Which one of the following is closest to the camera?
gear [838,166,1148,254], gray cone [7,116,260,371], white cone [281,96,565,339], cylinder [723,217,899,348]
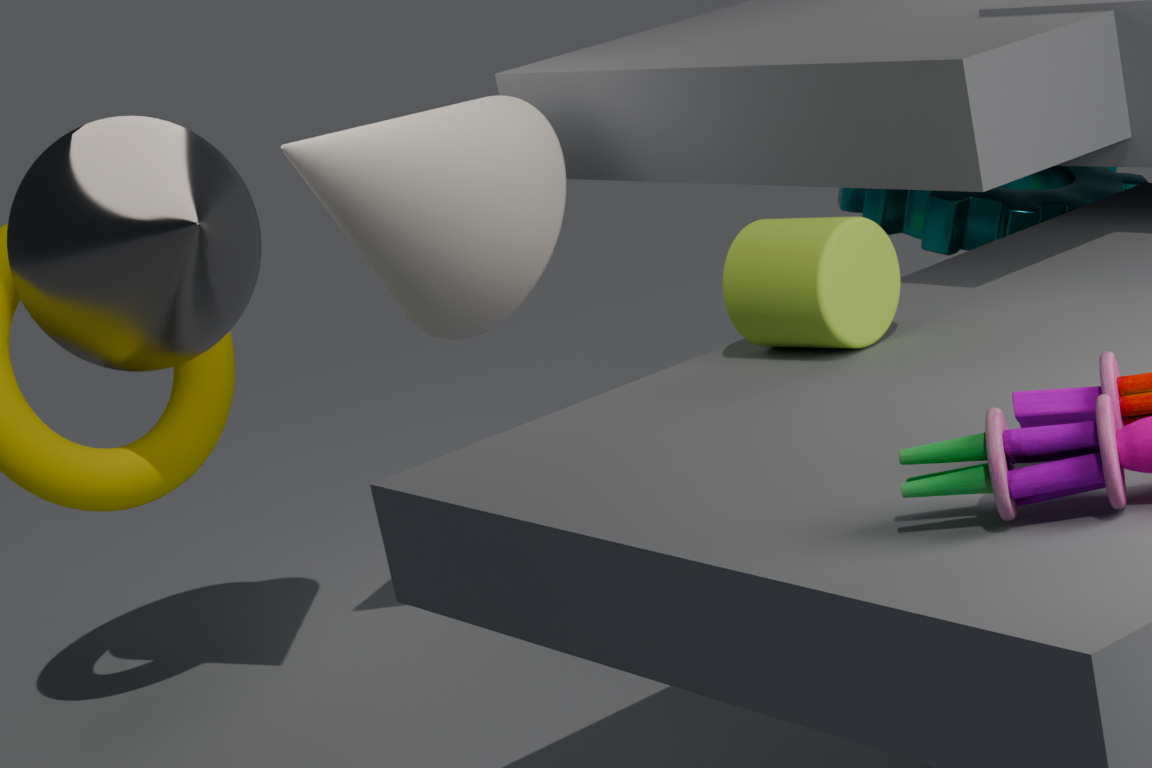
cylinder [723,217,899,348]
